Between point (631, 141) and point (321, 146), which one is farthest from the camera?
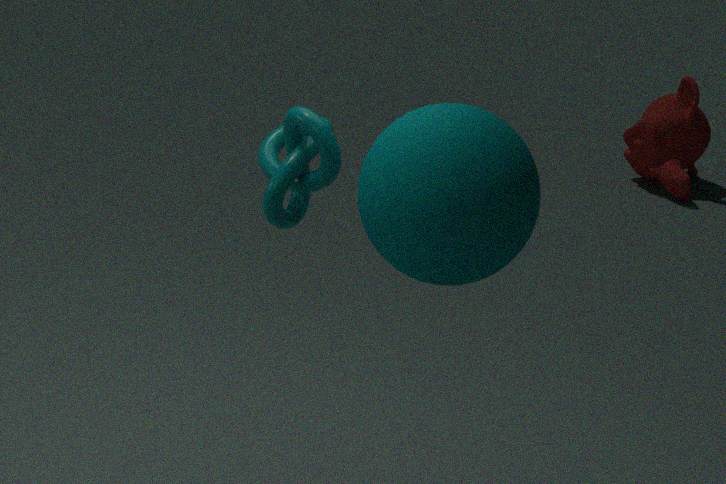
point (631, 141)
